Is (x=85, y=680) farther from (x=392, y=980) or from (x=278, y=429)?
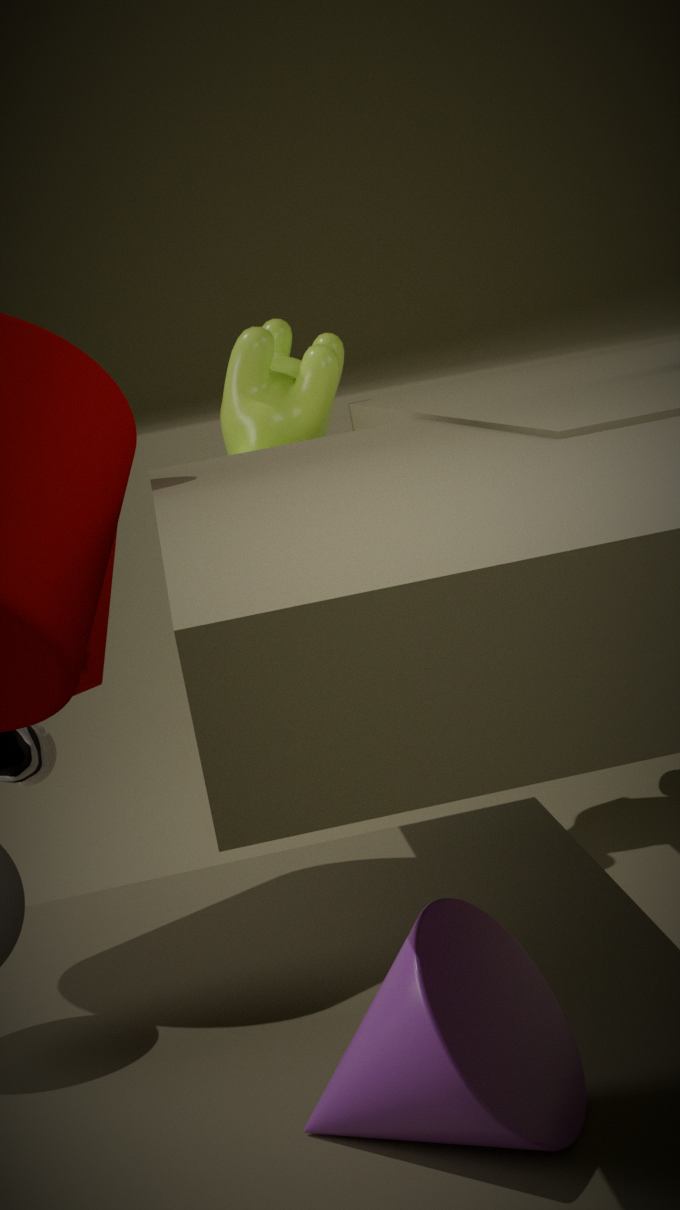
(x=392, y=980)
